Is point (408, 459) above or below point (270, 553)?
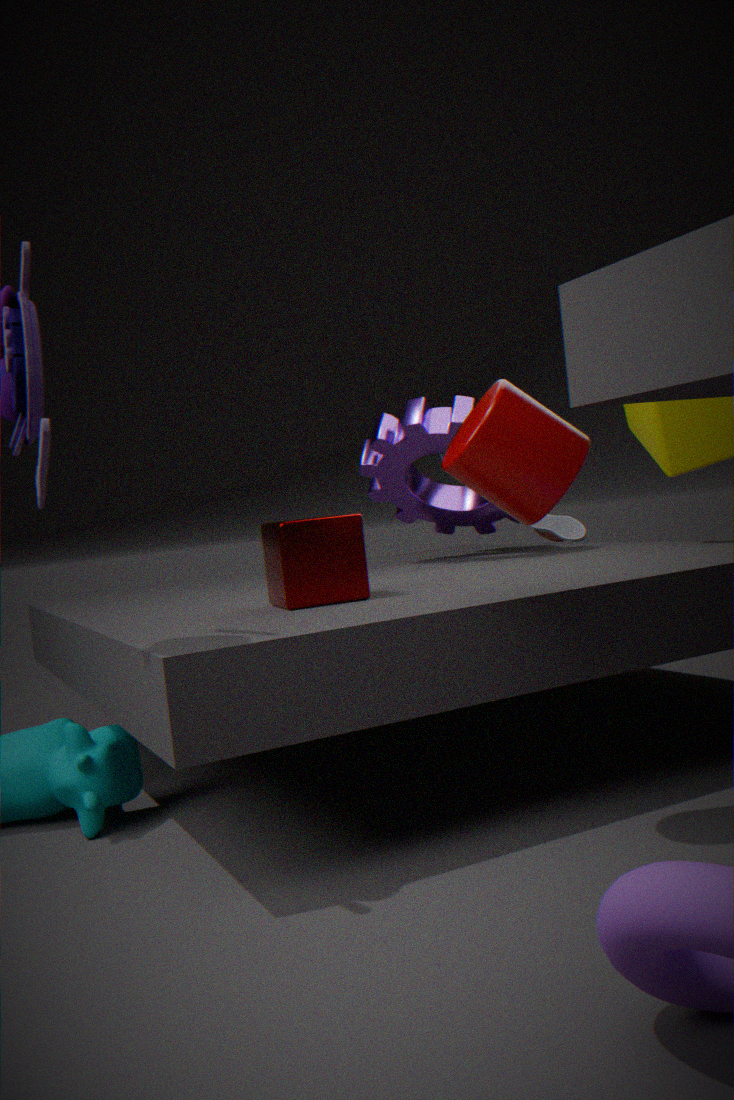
above
